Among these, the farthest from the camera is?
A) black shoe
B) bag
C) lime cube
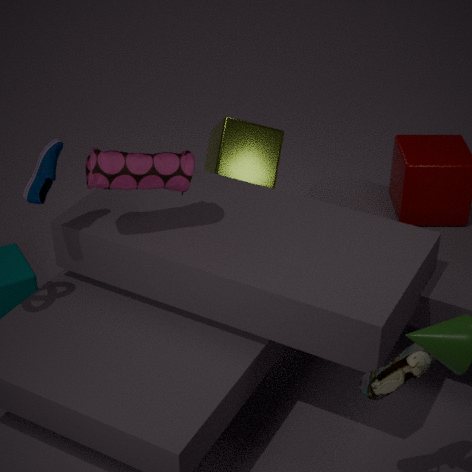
lime cube
